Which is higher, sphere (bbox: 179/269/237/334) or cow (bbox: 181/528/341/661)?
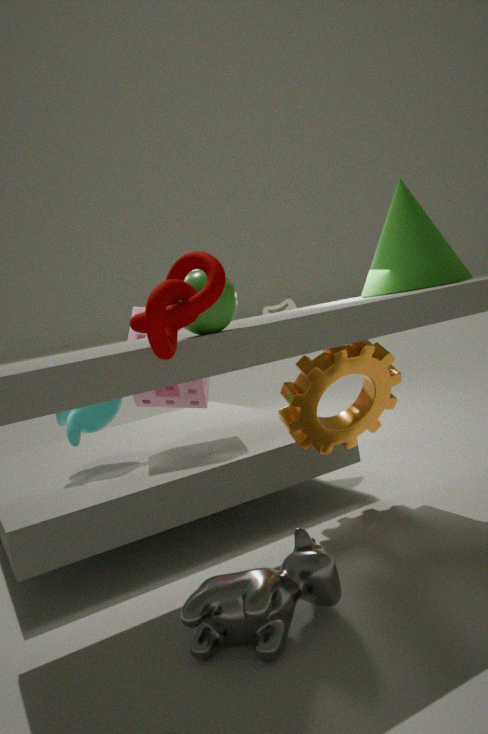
sphere (bbox: 179/269/237/334)
